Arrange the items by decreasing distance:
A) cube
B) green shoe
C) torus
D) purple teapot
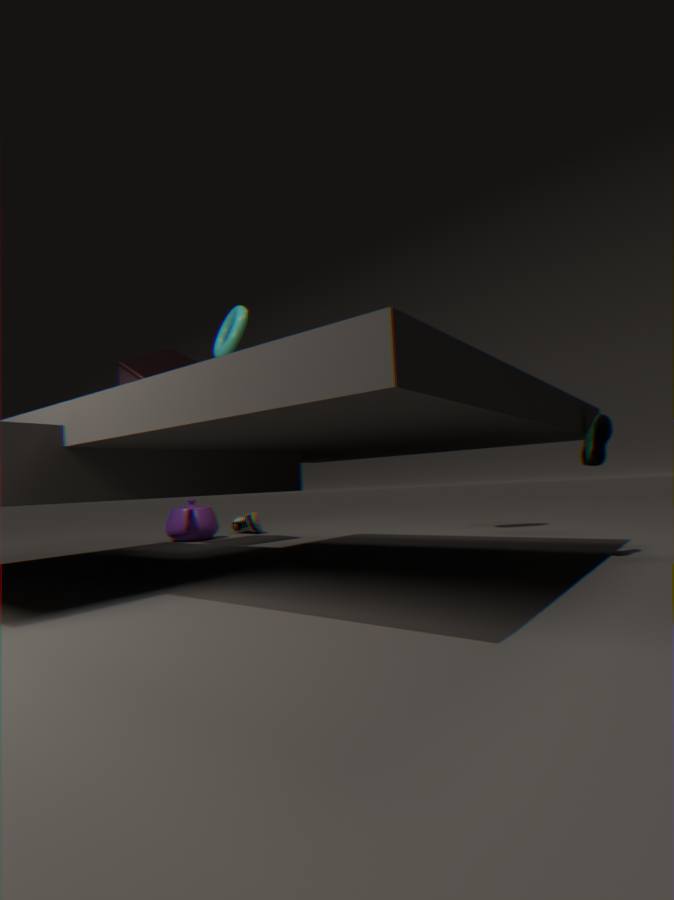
purple teapot < cube < torus < green shoe
